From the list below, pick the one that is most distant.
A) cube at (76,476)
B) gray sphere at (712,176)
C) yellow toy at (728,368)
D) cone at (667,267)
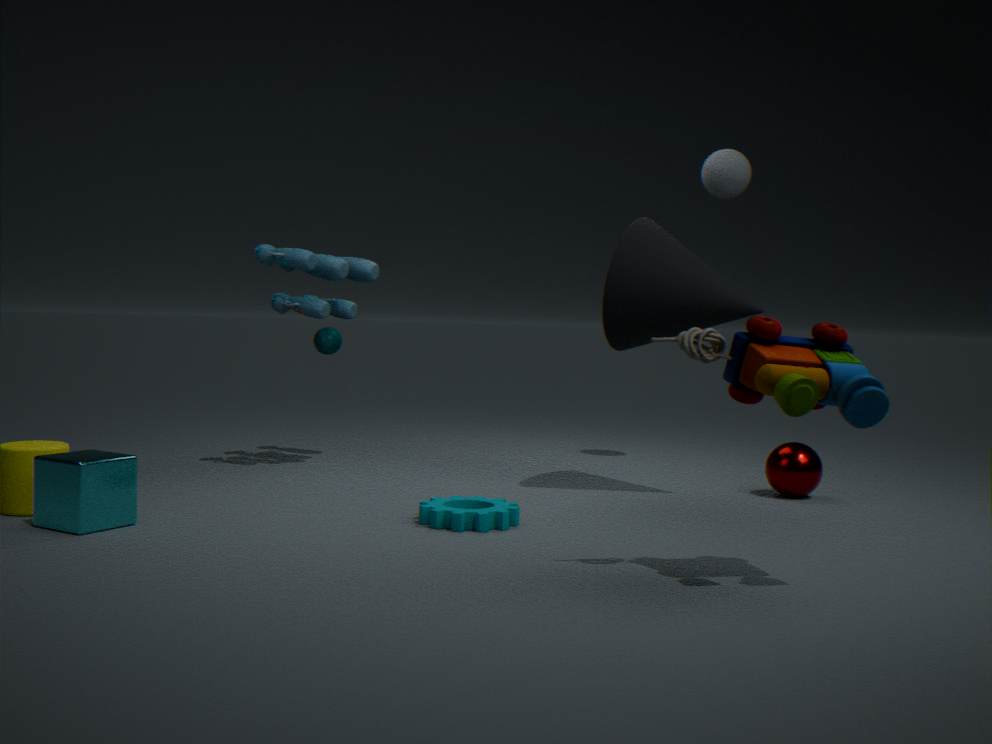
gray sphere at (712,176)
